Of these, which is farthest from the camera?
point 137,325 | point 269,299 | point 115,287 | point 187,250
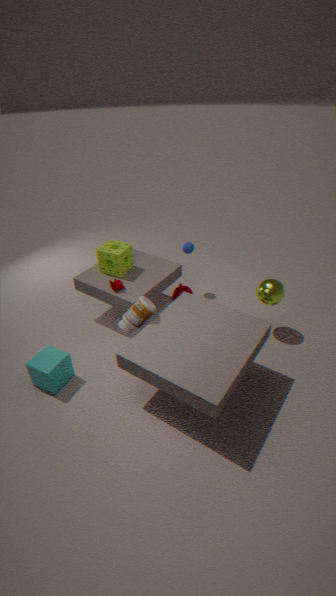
point 187,250
